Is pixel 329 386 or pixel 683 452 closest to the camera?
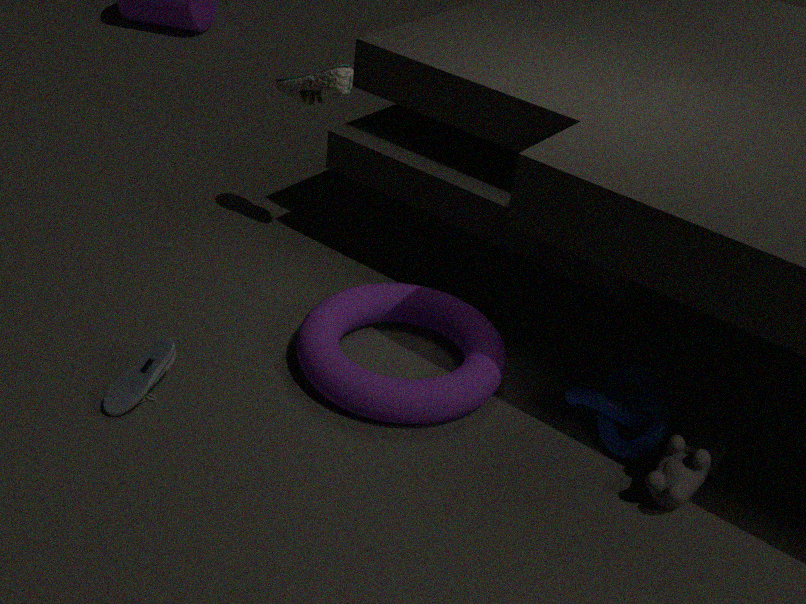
pixel 683 452
